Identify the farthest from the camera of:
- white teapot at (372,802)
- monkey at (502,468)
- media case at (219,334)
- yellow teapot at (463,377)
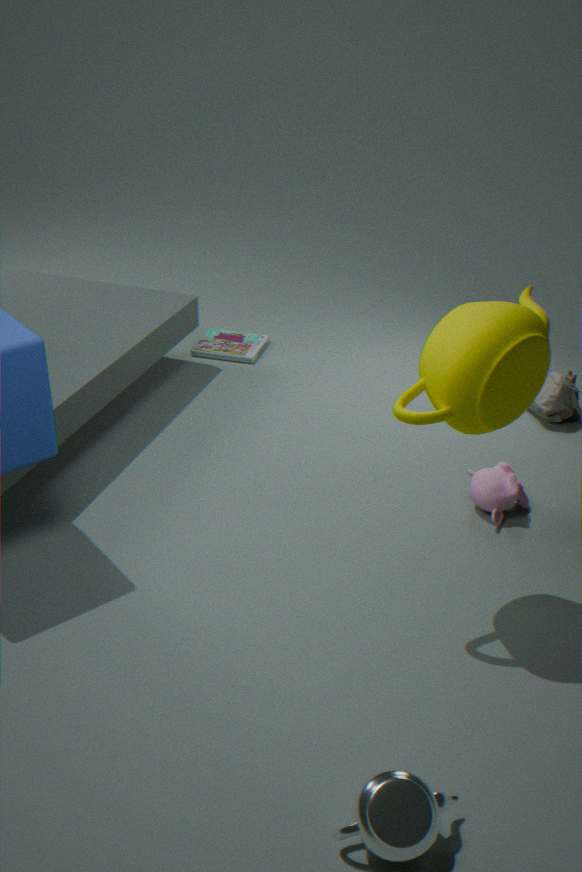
media case at (219,334)
